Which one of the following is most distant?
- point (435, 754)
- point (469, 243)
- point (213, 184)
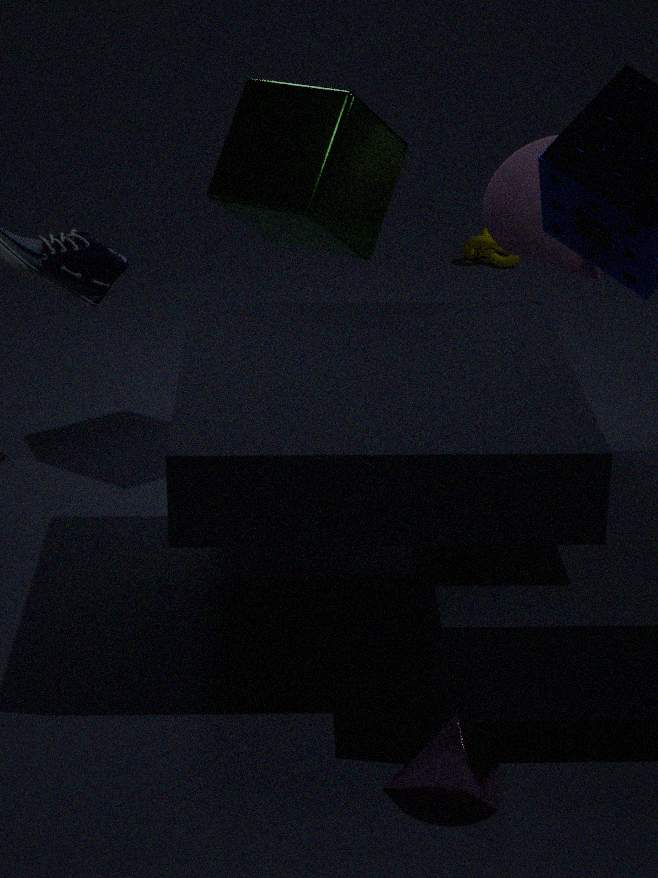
point (469, 243)
